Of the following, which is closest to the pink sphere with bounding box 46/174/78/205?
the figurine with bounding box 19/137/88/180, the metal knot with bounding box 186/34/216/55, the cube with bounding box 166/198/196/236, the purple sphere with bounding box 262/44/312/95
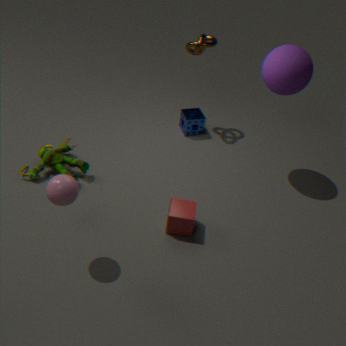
the figurine with bounding box 19/137/88/180
